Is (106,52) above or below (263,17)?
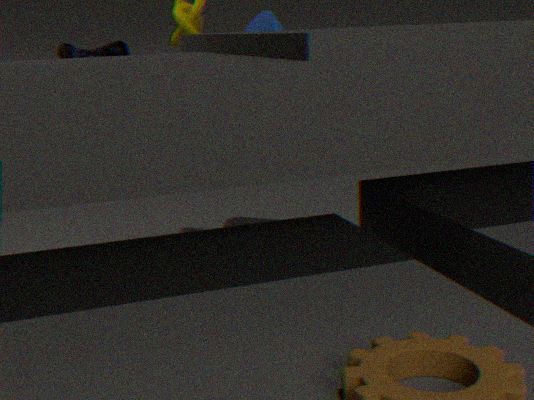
above
